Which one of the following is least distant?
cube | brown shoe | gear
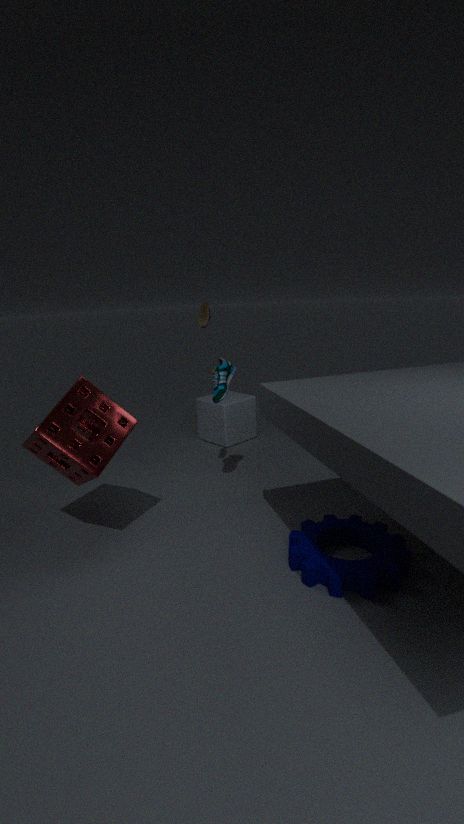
gear
